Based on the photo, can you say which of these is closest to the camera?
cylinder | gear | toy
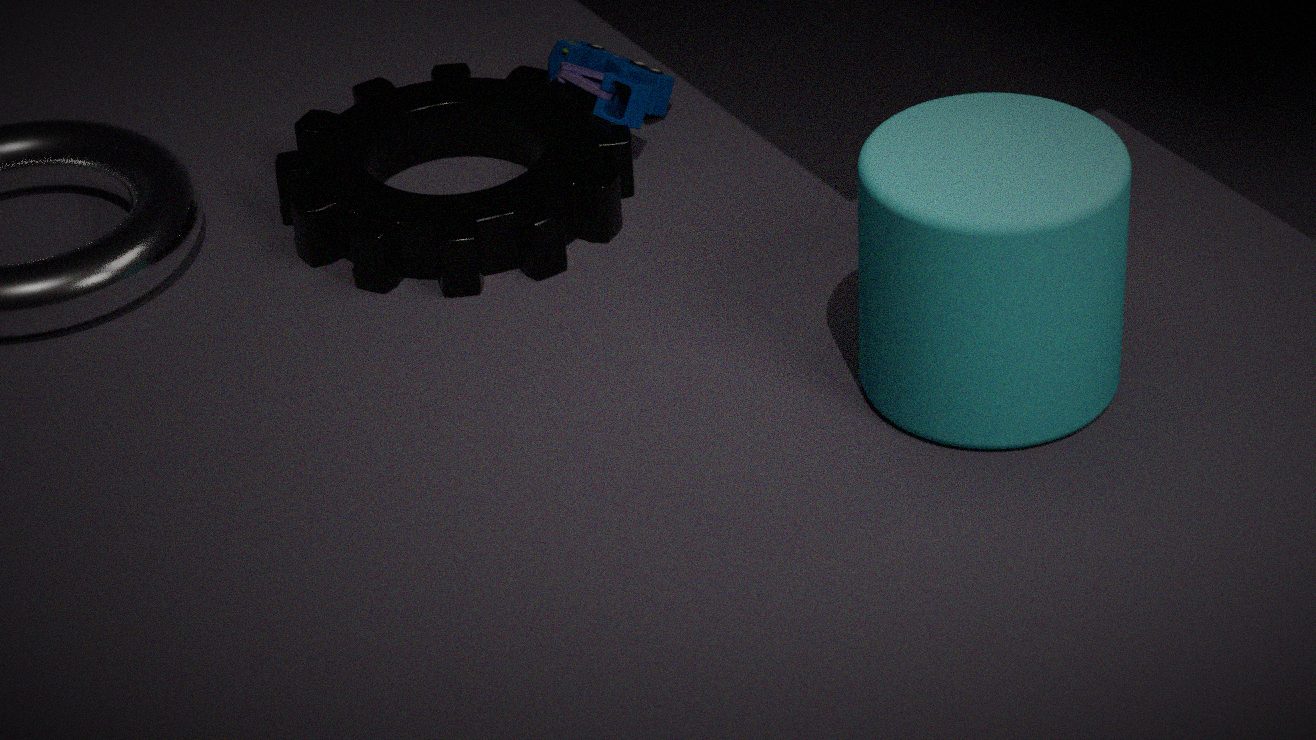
cylinder
